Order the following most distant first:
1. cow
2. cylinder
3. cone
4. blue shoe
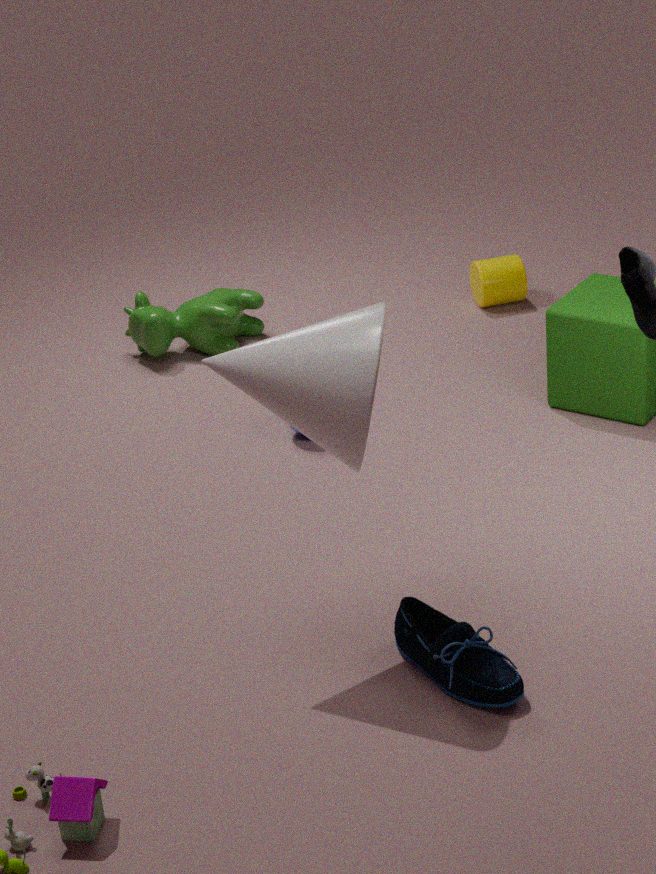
cylinder, cow, blue shoe, cone
